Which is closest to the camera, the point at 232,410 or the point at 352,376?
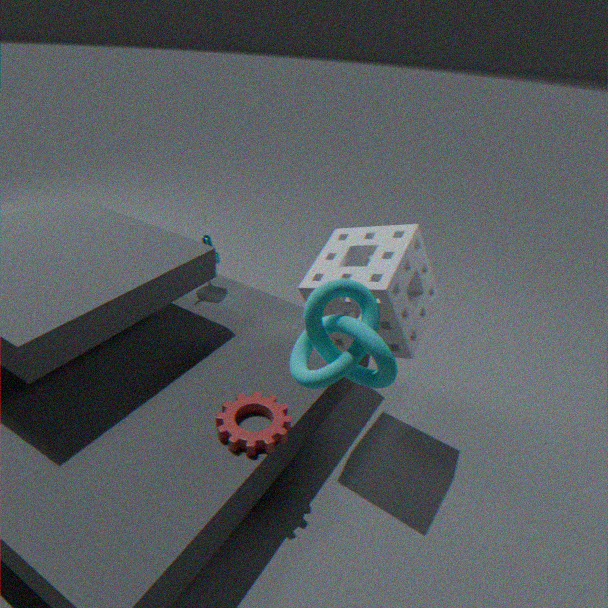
the point at 352,376
